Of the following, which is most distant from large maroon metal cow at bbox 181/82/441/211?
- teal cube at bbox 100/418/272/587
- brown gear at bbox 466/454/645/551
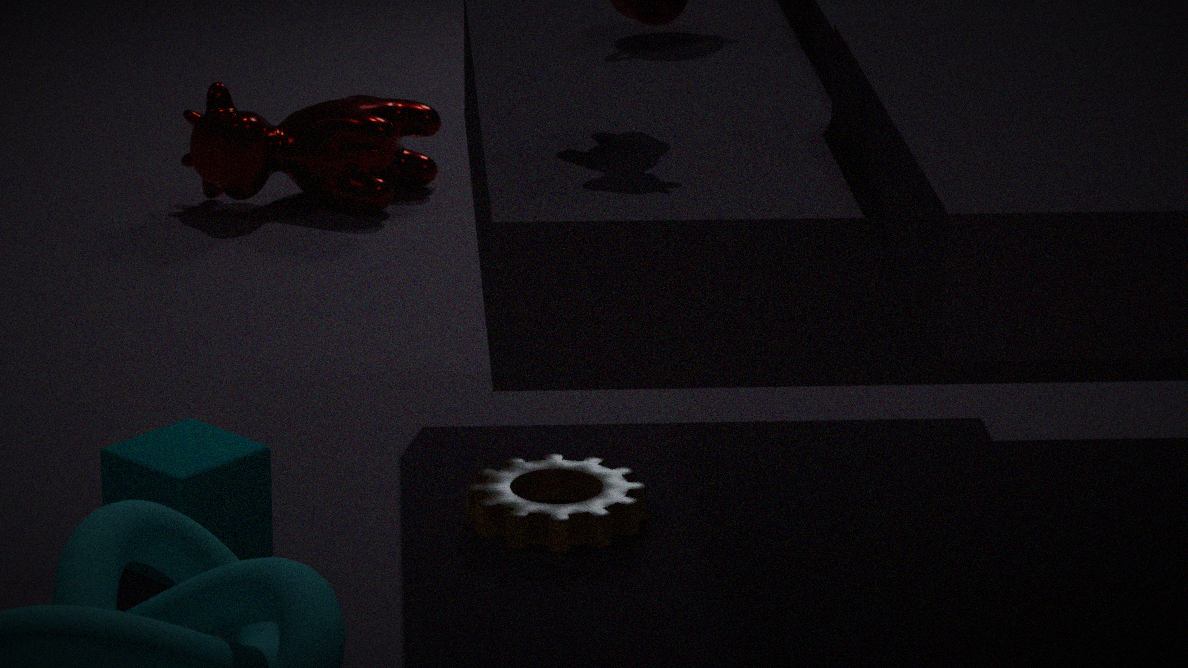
teal cube at bbox 100/418/272/587
